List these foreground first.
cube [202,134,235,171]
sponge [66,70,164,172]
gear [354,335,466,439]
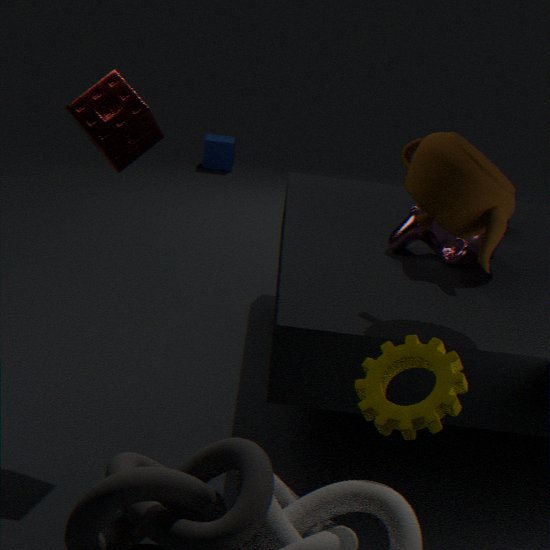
gear [354,335,466,439]
sponge [66,70,164,172]
cube [202,134,235,171]
